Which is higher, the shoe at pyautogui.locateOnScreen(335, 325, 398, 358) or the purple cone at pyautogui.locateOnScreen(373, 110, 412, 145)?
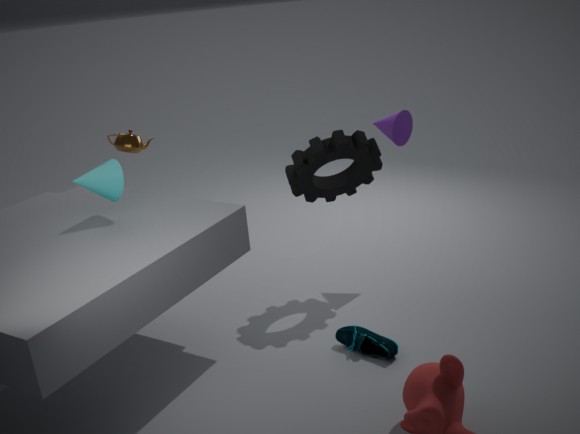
the purple cone at pyautogui.locateOnScreen(373, 110, 412, 145)
